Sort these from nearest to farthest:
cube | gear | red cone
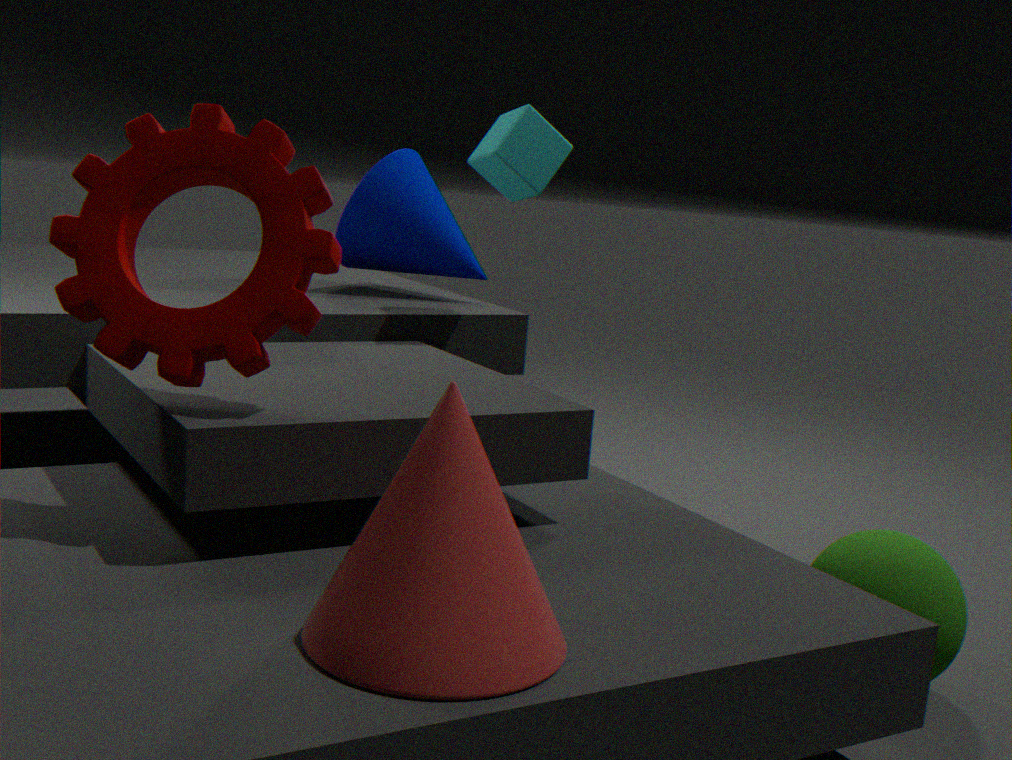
red cone, gear, cube
